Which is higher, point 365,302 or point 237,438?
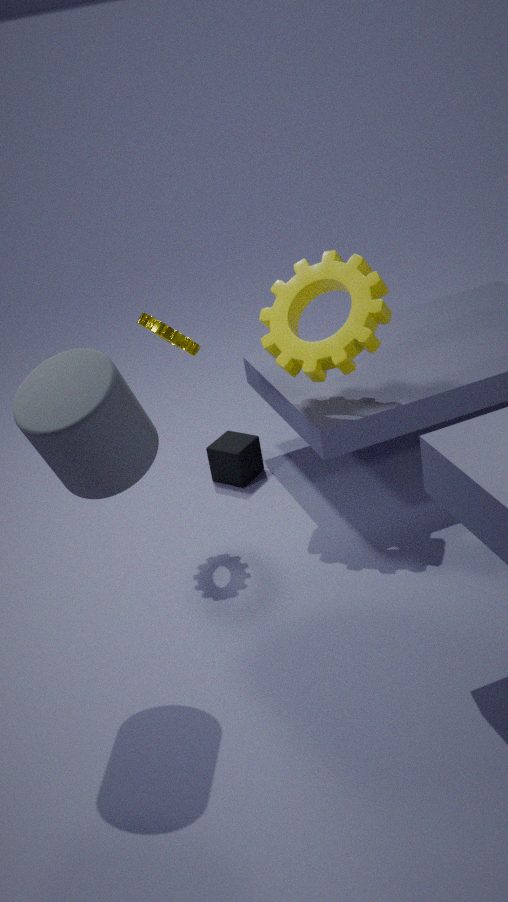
point 365,302
